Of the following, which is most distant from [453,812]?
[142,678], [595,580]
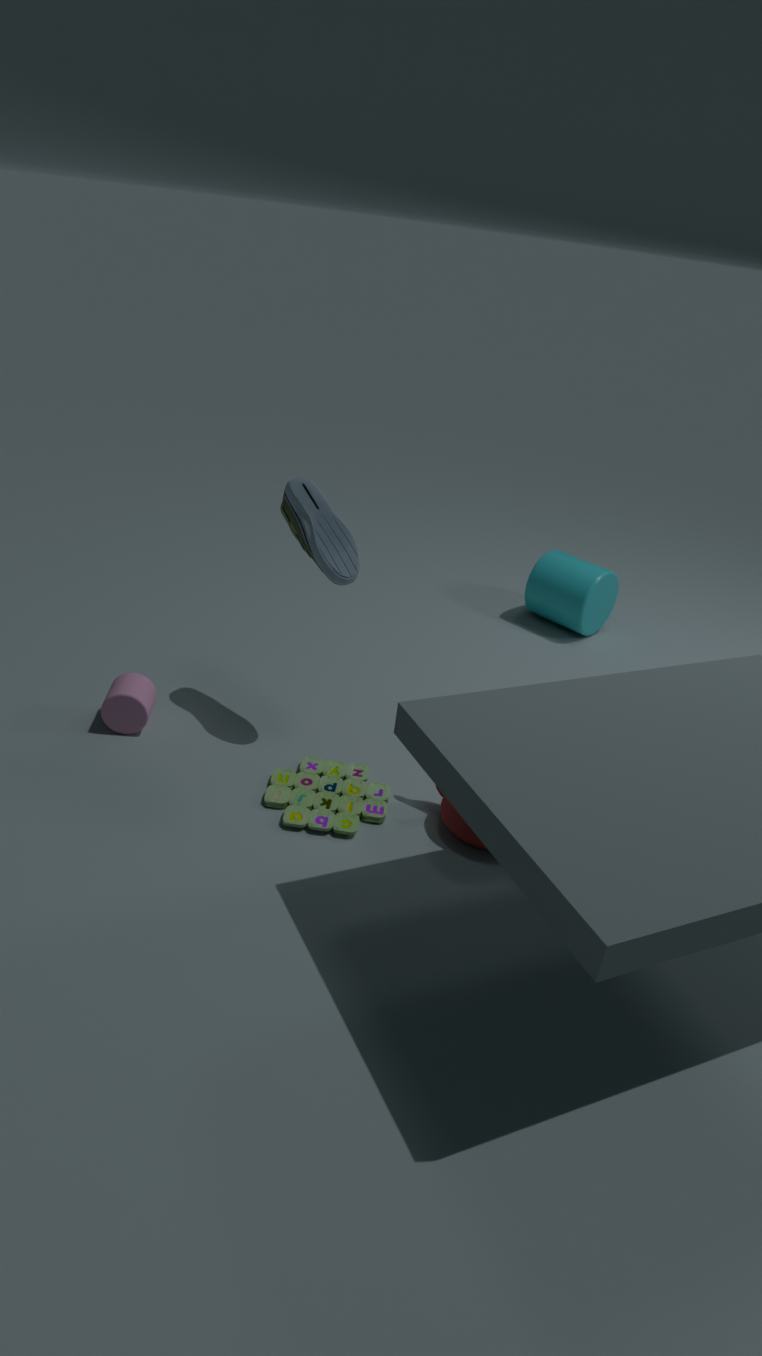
[595,580]
